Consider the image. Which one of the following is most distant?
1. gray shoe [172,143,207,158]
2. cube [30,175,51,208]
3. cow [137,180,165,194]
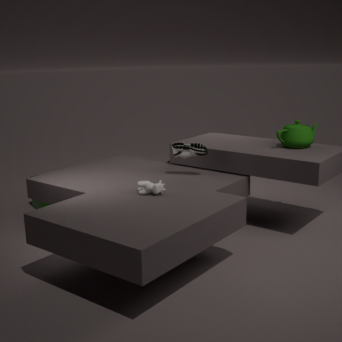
cube [30,175,51,208]
